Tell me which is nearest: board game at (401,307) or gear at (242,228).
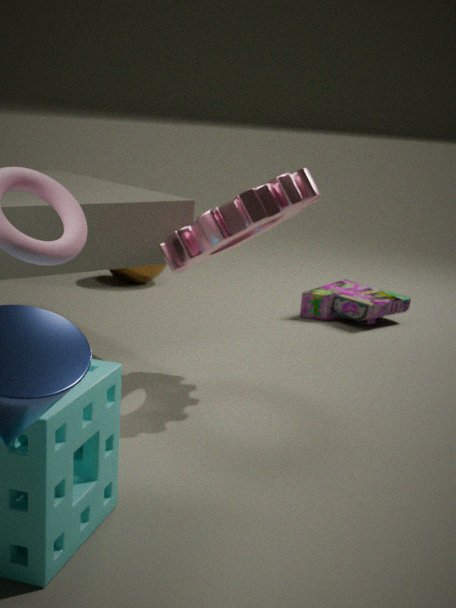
gear at (242,228)
